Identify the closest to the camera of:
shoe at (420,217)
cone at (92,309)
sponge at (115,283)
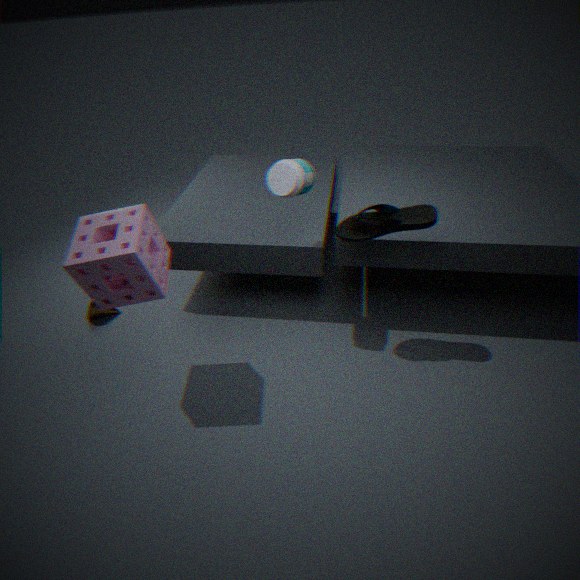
sponge at (115,283)
